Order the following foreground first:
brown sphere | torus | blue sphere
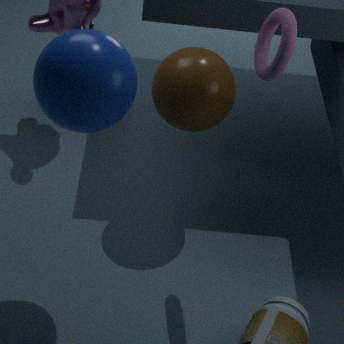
1. blue sphere
2. torus
3. brown sphere
